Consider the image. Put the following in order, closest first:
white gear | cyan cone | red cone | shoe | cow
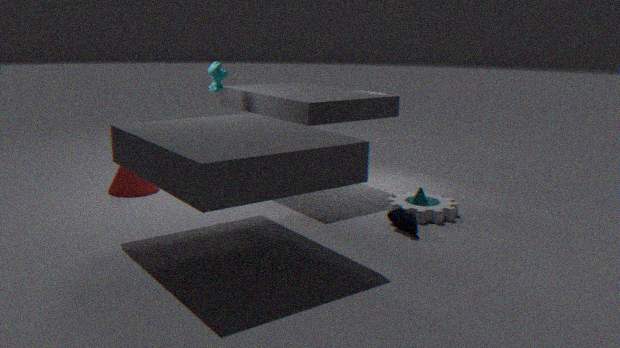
shoe < white gear < cyan cone < red cone < cow
